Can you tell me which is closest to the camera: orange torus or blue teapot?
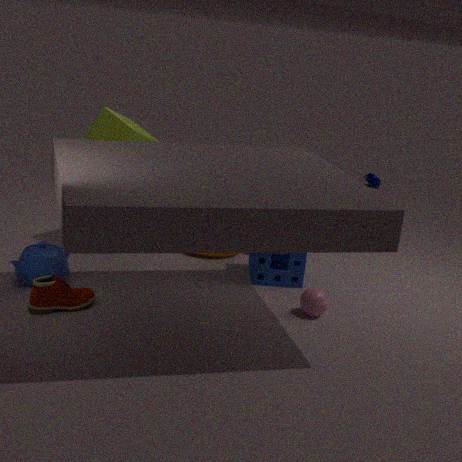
blue teapot
